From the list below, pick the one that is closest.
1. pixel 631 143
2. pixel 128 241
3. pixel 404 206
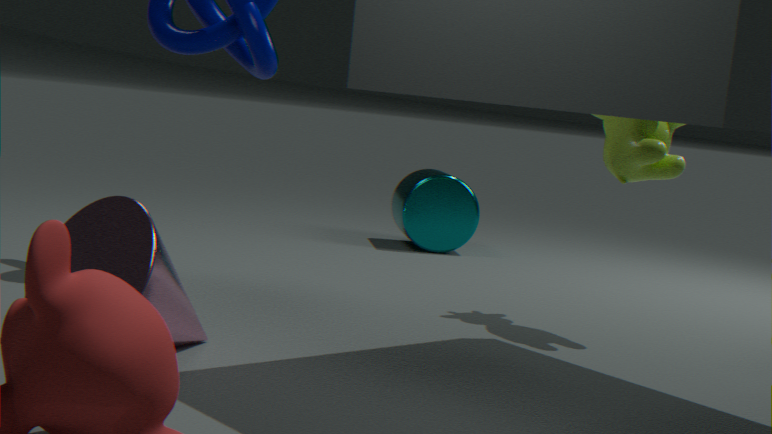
pixel 128 241
